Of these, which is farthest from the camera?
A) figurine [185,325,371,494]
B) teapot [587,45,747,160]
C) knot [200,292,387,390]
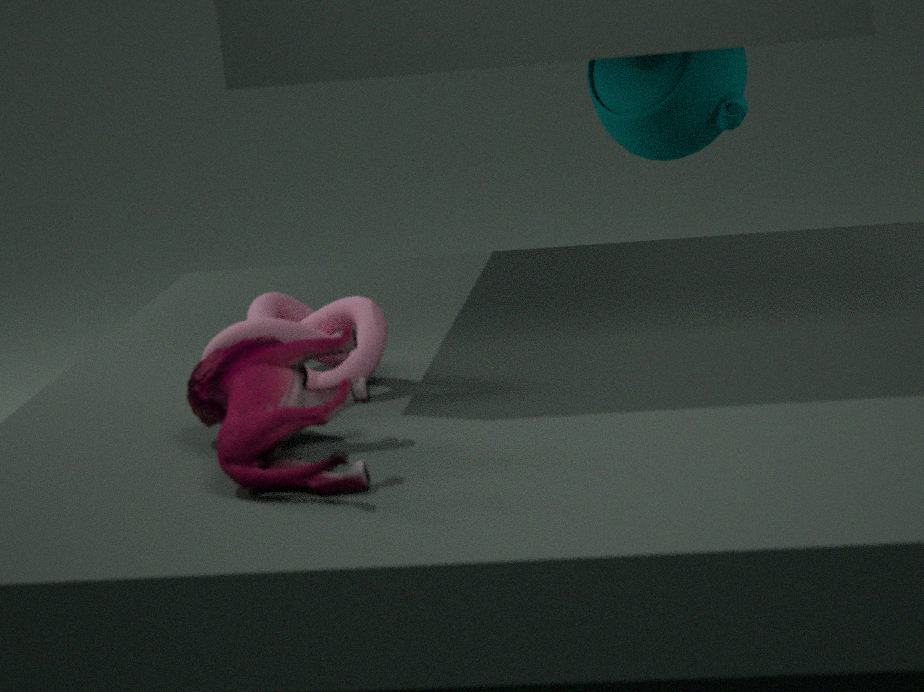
teapot [587,45,747,160]
